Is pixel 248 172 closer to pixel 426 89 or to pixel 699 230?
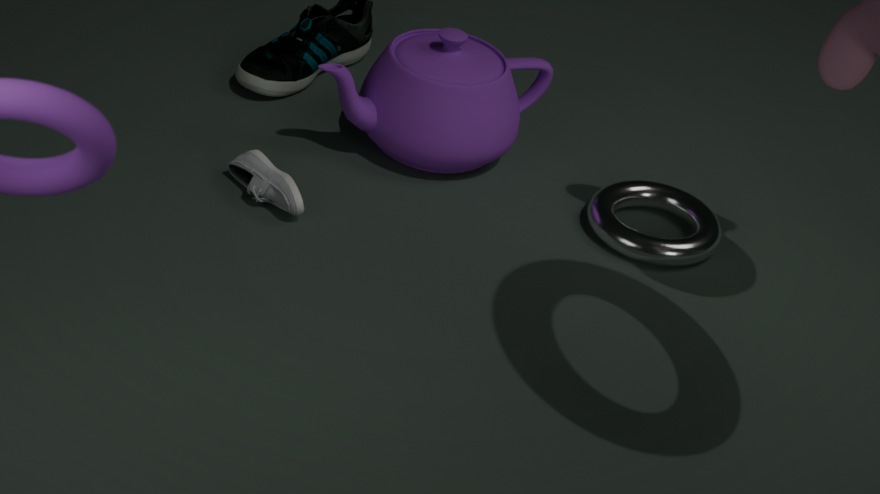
pixel 426 89
